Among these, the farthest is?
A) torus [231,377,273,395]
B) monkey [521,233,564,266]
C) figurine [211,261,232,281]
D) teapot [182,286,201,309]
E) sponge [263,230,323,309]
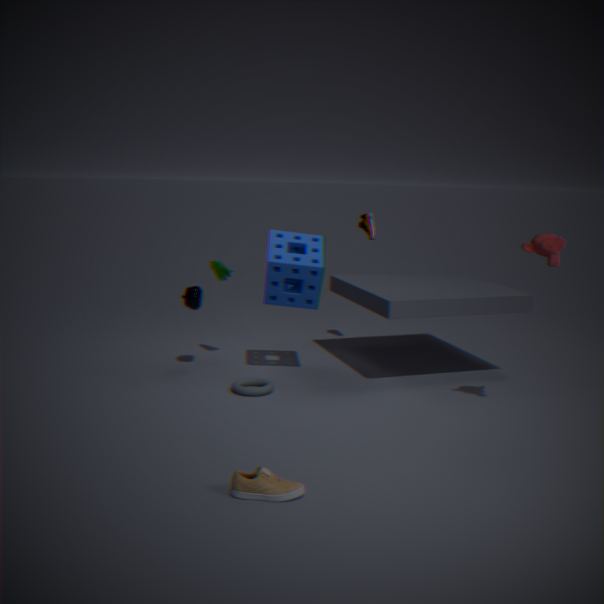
figurine [211,261,232,281]
